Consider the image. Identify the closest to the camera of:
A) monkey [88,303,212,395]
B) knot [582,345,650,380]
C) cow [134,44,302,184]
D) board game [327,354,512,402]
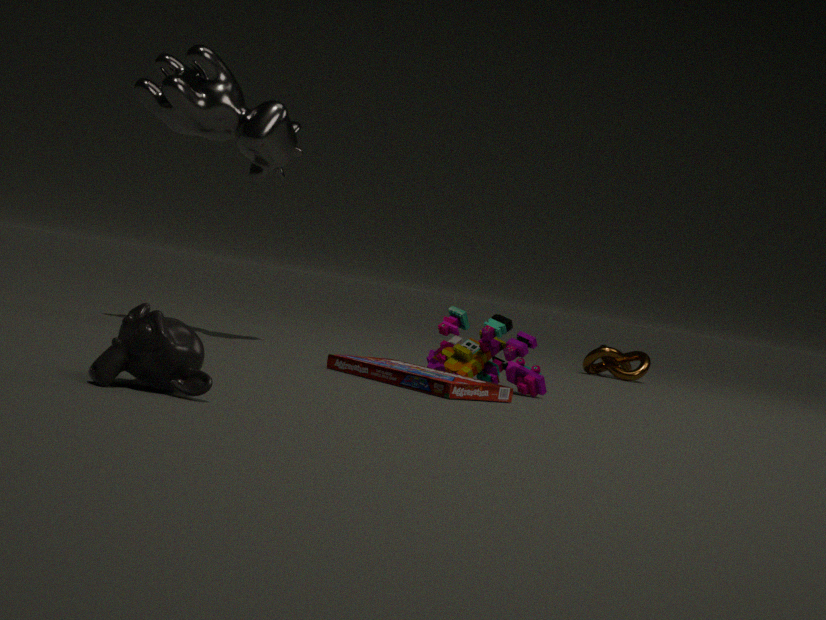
monkey [88,303,212,395]
